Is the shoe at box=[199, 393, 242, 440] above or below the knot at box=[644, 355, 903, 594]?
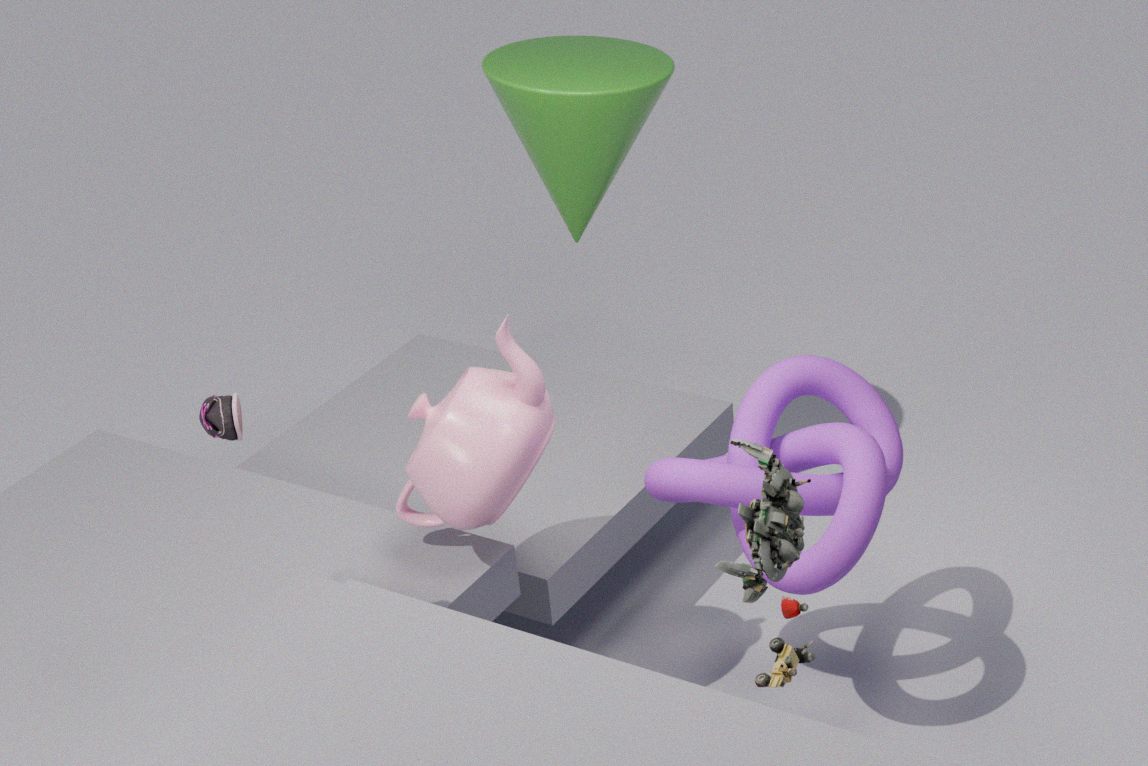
above
